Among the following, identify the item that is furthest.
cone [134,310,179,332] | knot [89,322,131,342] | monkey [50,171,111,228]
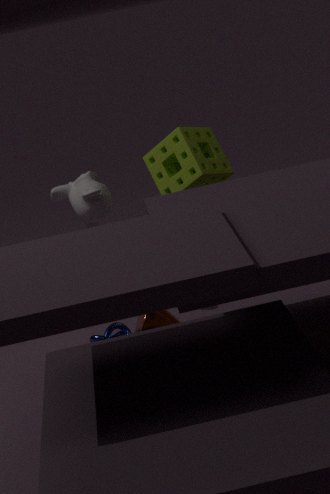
monkey [50,171,111,228]
